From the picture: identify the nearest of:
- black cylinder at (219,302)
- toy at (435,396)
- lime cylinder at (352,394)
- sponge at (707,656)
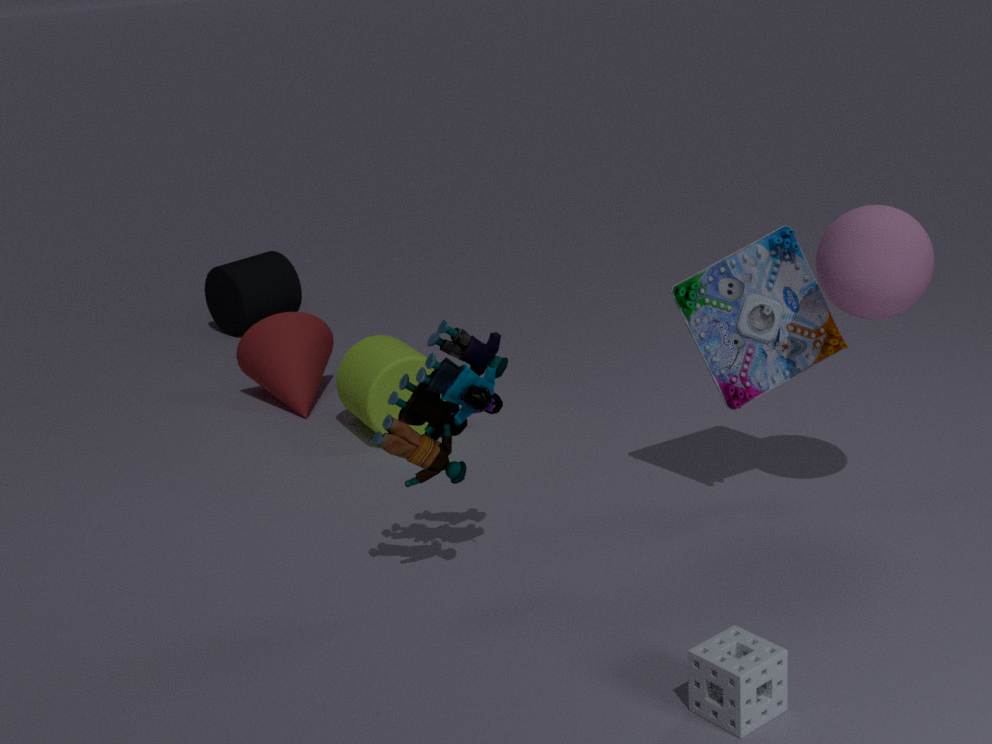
sponge at (707,656)
